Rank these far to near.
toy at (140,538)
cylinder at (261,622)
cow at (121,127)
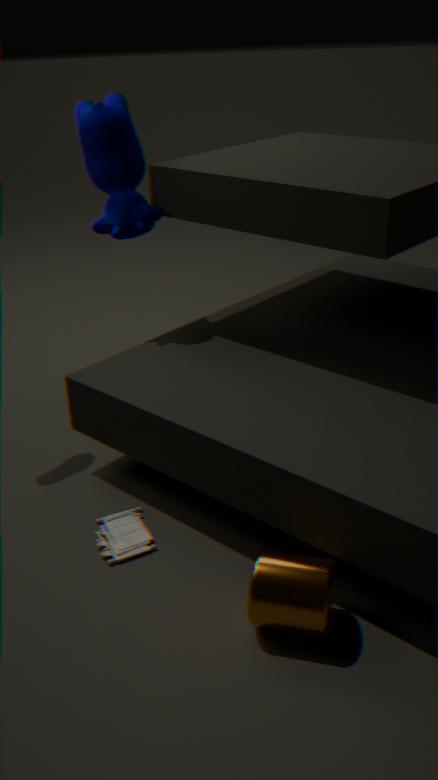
cow at (121,127) → toy at (140,538) → cylinder at (261,622)
